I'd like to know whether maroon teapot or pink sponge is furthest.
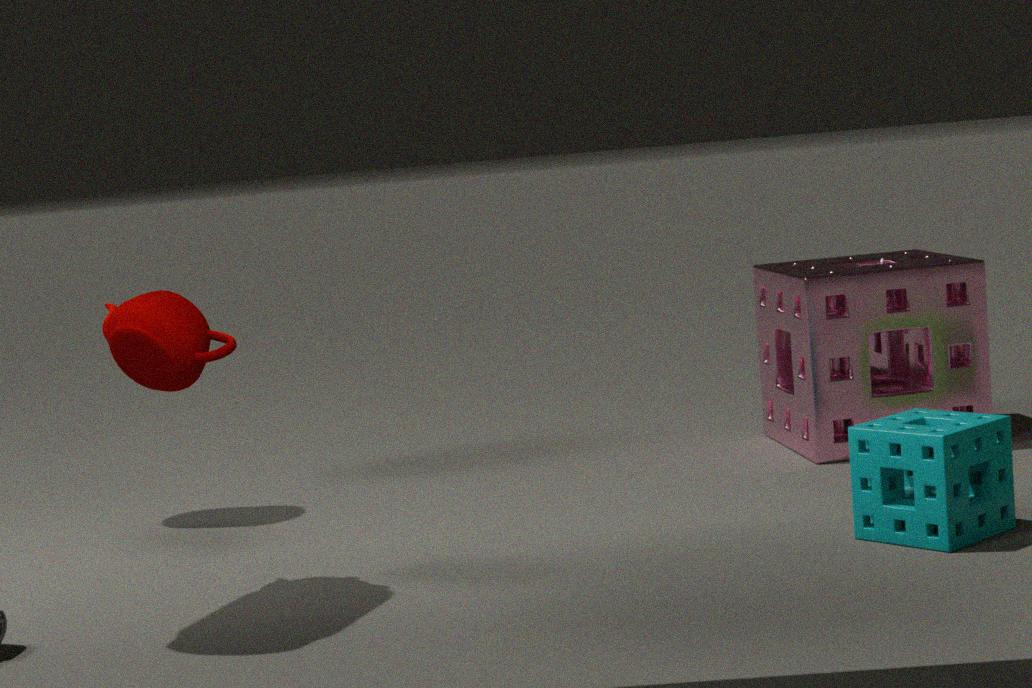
pink sponge
